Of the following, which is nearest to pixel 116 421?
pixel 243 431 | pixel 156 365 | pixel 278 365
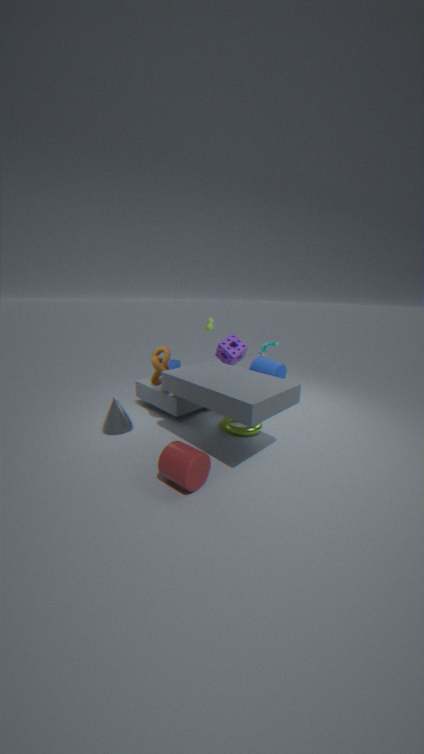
pixel 156 365
